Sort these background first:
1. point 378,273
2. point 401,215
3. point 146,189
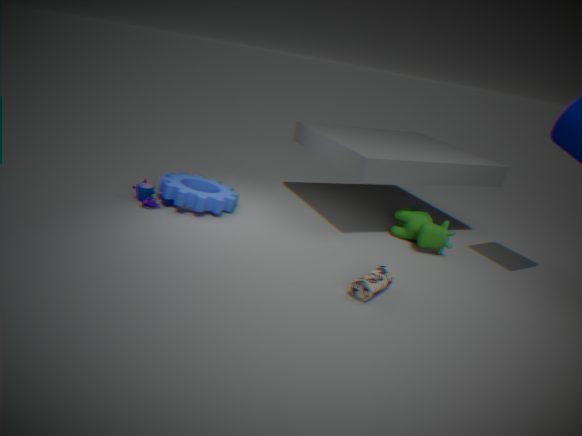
point 401,215, point 146,189, point 378,273
